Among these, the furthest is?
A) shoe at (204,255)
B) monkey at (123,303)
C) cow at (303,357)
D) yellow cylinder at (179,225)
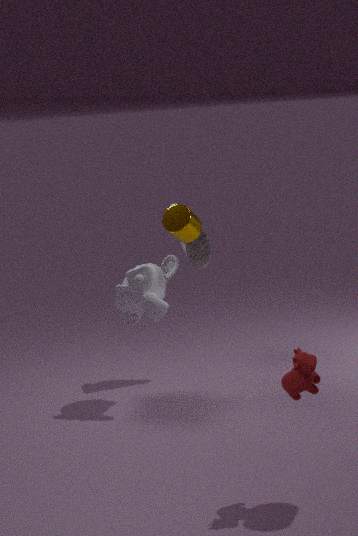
shoe at (204,255)
